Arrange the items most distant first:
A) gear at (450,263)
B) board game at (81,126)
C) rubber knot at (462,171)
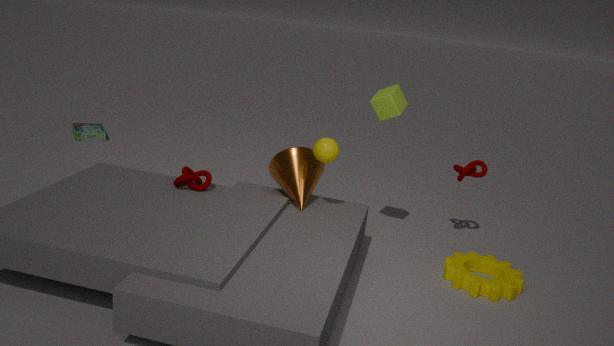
board game at (81,126), rubber knot at (462,171), gear at (450,263)
